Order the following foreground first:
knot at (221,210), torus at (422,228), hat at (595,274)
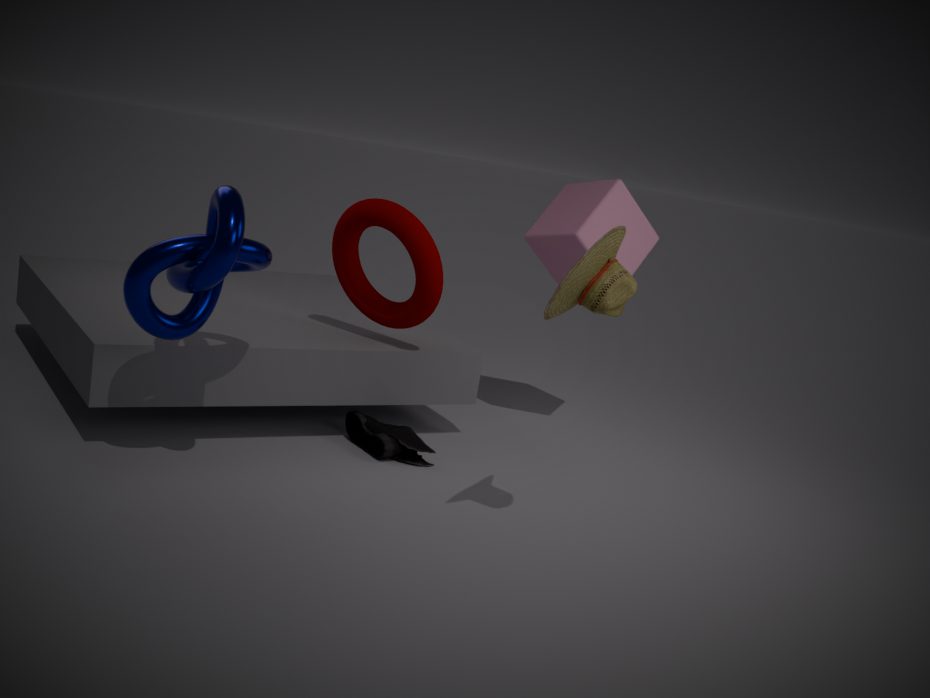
hat at (595,274), knot at (221,210), torus at (422,228)
